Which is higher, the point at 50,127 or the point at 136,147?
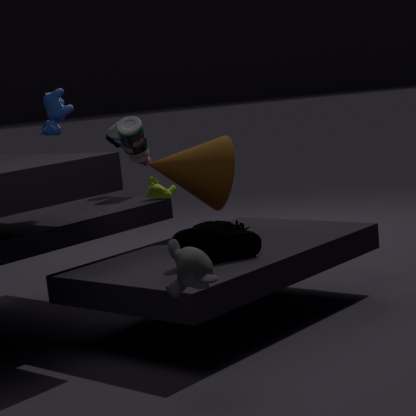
the point at 50,127
